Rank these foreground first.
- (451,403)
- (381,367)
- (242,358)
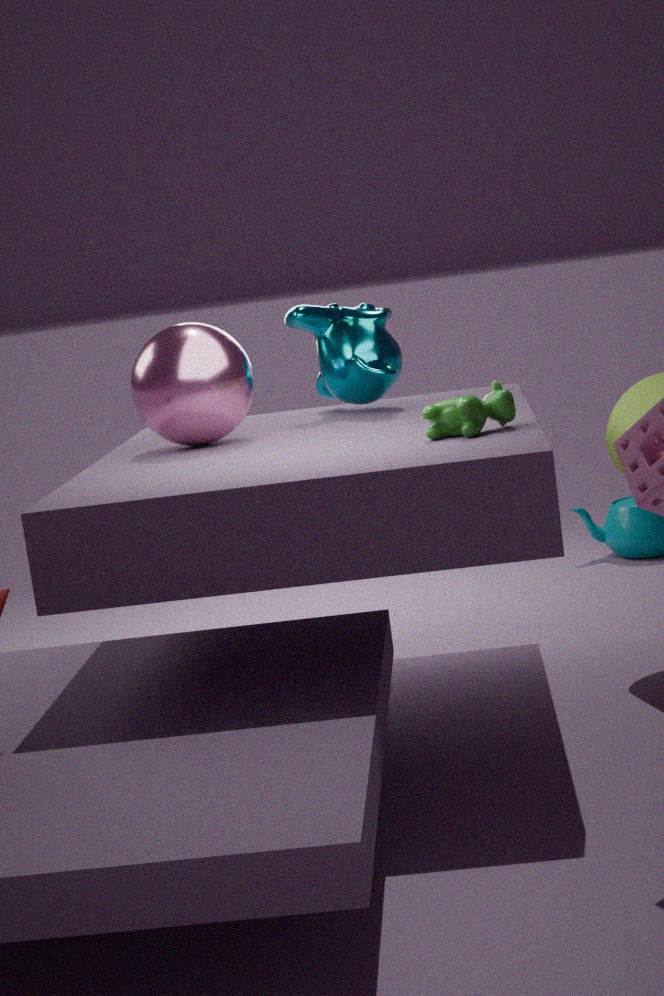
(451,403) → (242,358) → (381,367)
